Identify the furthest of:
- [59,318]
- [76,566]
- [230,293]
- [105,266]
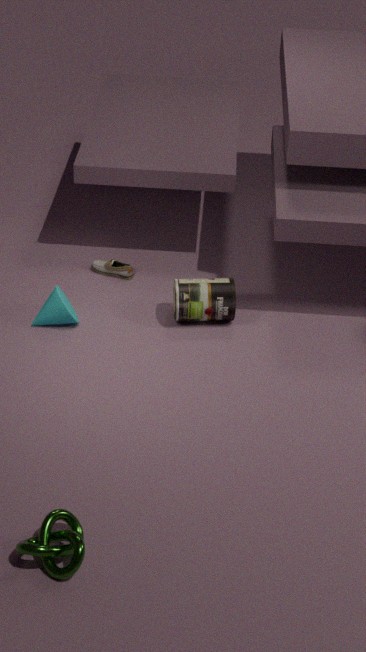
[105,266]
